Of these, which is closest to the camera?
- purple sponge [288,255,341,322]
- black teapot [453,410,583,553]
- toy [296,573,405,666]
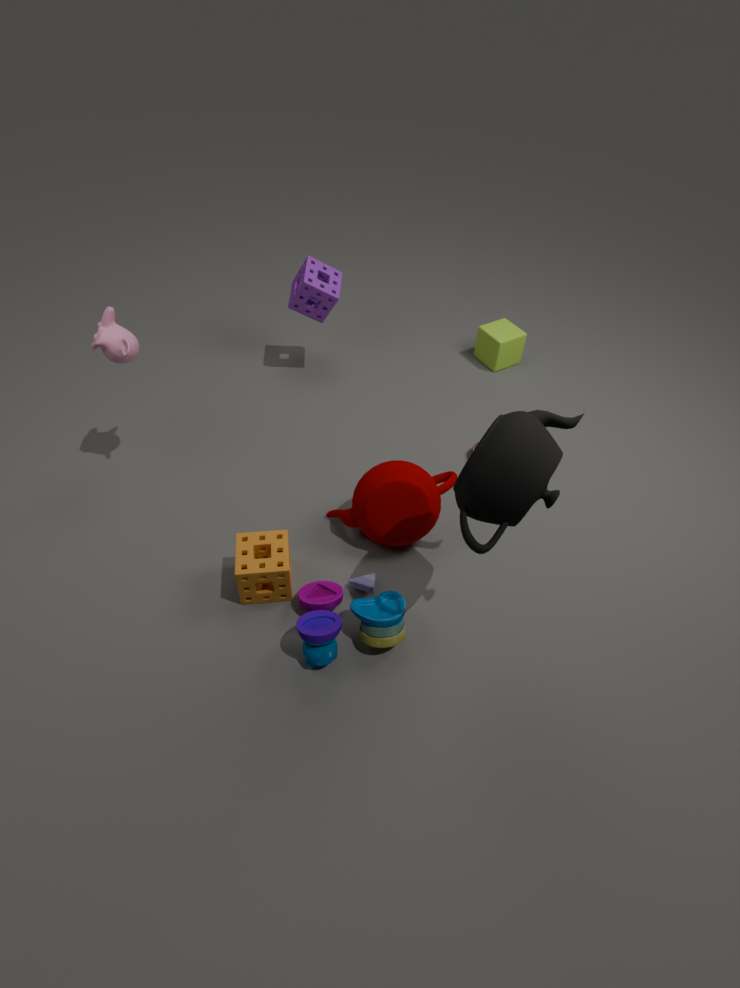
black teapot [453,410,583,553]
